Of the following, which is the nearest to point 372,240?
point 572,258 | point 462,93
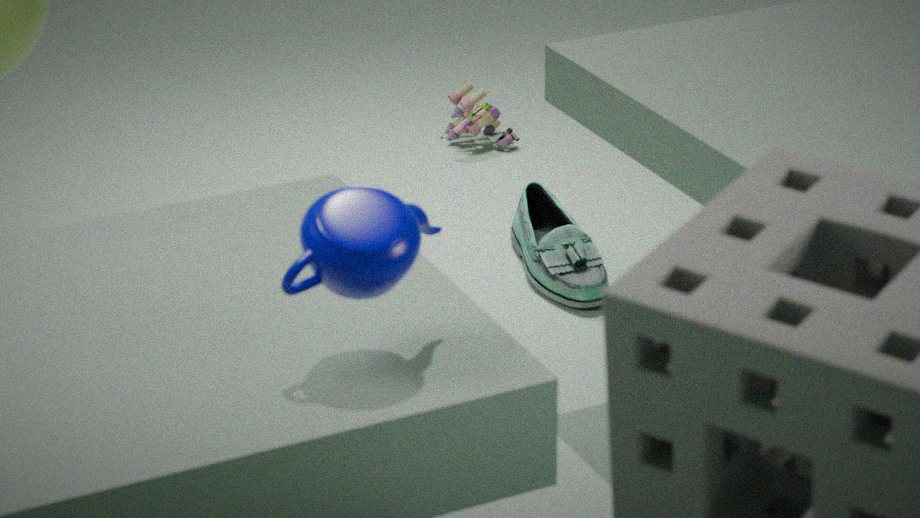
point 572,258
